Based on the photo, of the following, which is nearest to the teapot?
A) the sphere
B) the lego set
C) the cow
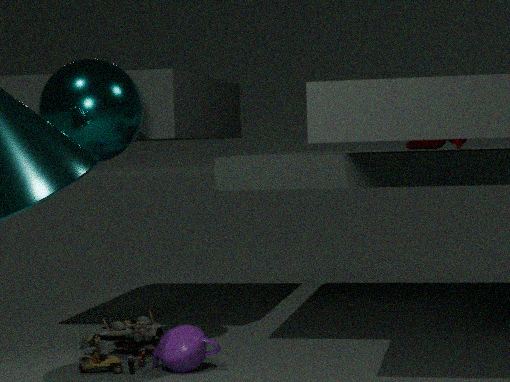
the lego set
